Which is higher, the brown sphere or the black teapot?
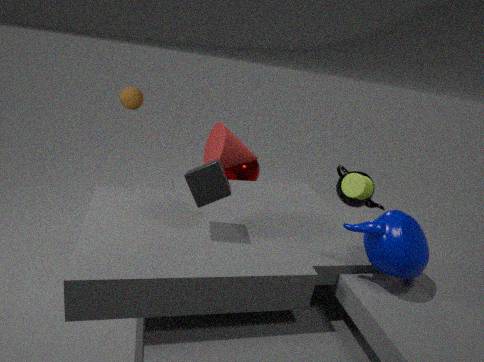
the brown sphere
